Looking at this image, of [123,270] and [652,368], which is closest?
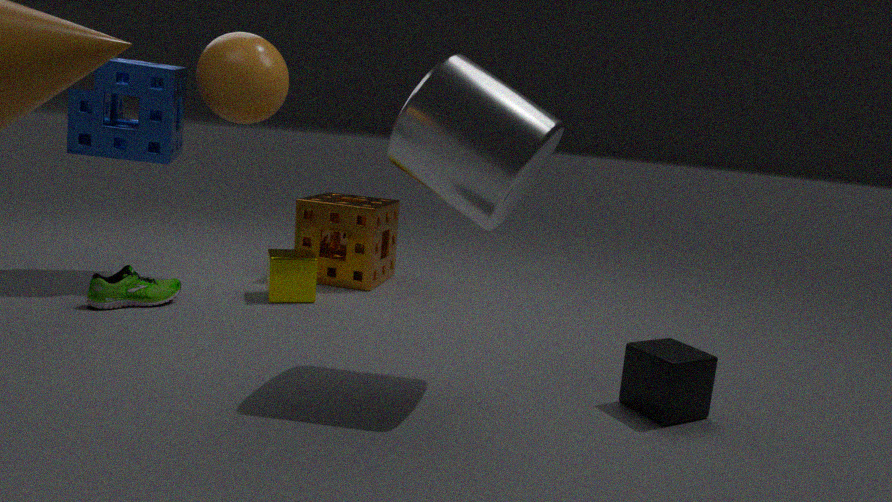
[652,368]
